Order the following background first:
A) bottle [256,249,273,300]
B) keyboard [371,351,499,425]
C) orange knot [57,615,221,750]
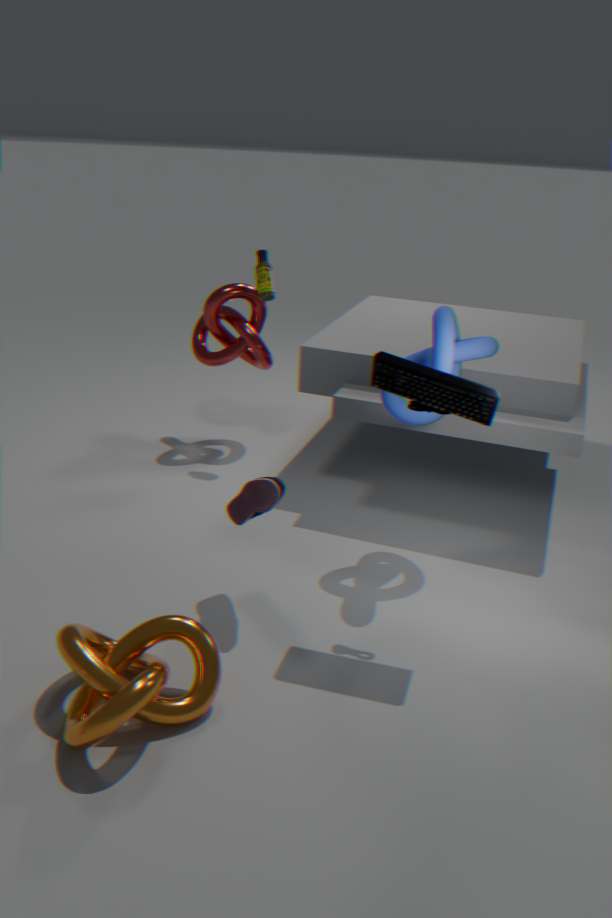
bottle [256,249,273,300]
keyboard [371,351,499,425]
orange knot [57,615,221,750]
